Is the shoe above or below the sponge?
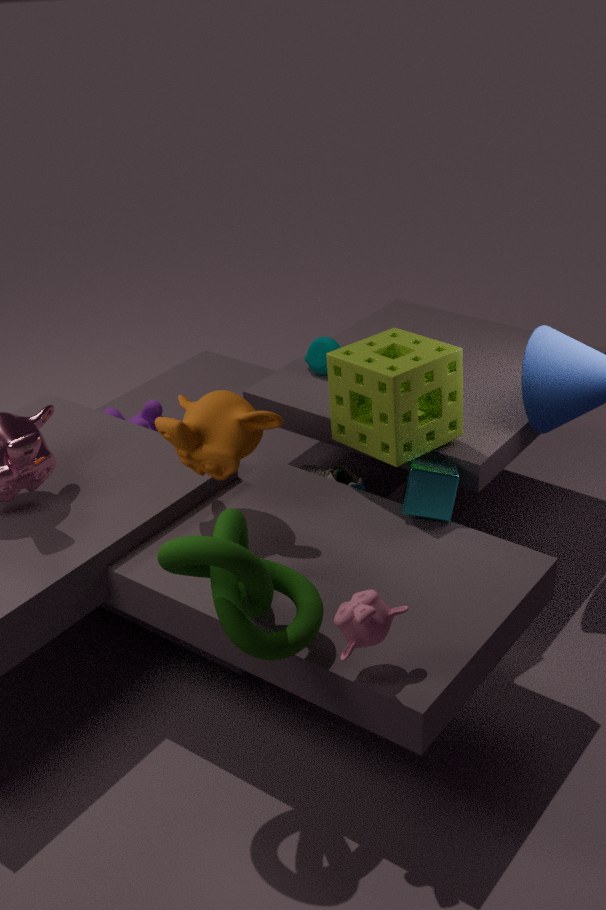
below
